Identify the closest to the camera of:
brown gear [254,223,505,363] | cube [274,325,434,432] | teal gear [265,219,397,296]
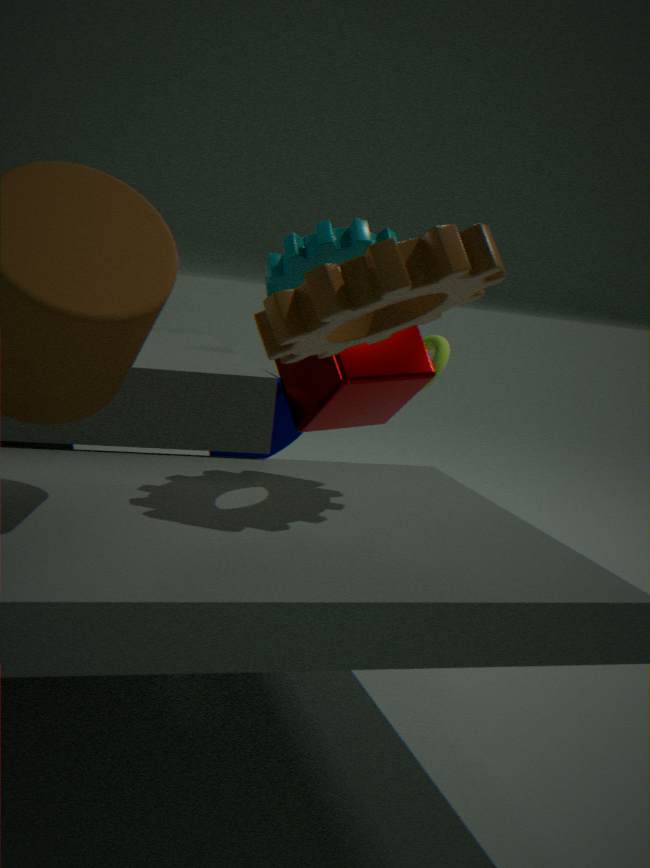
brown gear [254,223,505,363]
